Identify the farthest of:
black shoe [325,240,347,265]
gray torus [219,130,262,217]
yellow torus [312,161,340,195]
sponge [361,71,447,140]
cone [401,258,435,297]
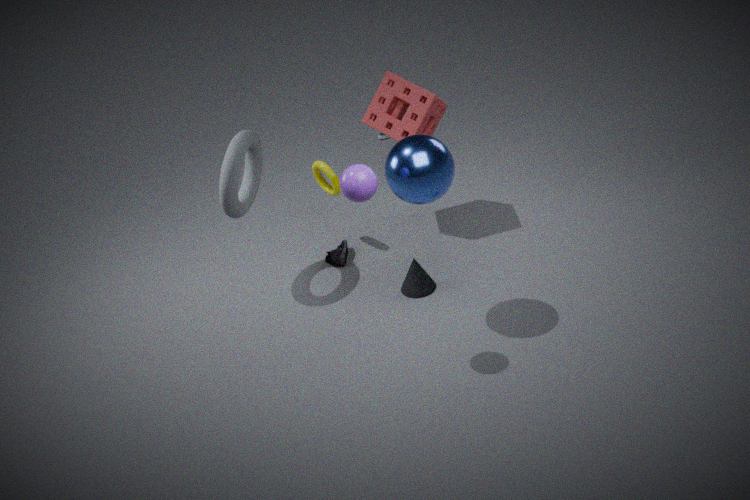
black shoe [325,240,347,265]
